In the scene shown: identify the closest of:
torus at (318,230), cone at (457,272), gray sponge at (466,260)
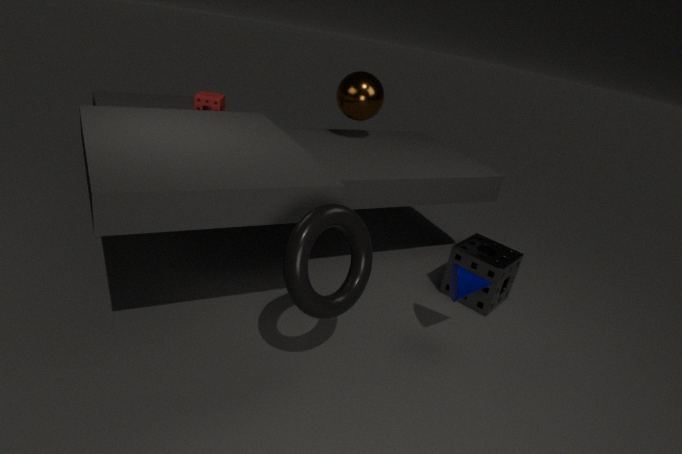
torus at (318,230)
